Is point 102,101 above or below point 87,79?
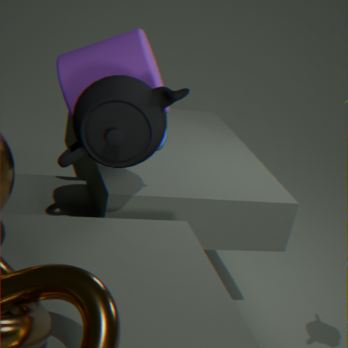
below
